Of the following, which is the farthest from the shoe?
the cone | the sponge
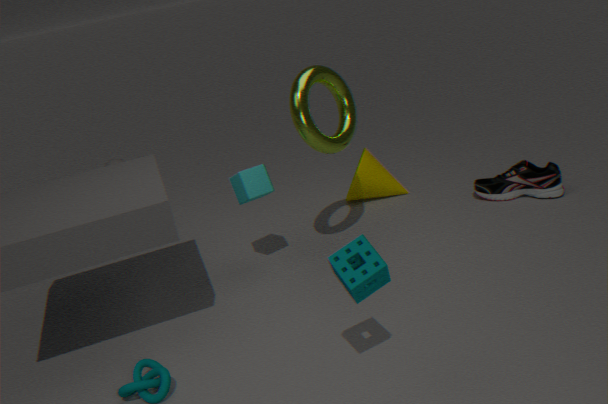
the sponge
